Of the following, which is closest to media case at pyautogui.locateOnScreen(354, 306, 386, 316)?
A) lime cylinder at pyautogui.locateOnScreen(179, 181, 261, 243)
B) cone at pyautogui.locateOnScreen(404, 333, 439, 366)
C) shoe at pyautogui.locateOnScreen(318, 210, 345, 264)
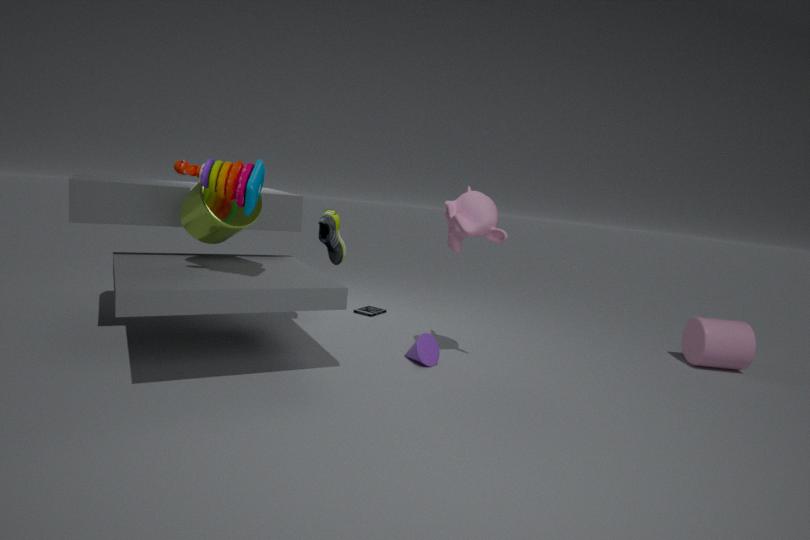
shoe at pyautogui.locateOnScreen(318, 210, 345, 264)
